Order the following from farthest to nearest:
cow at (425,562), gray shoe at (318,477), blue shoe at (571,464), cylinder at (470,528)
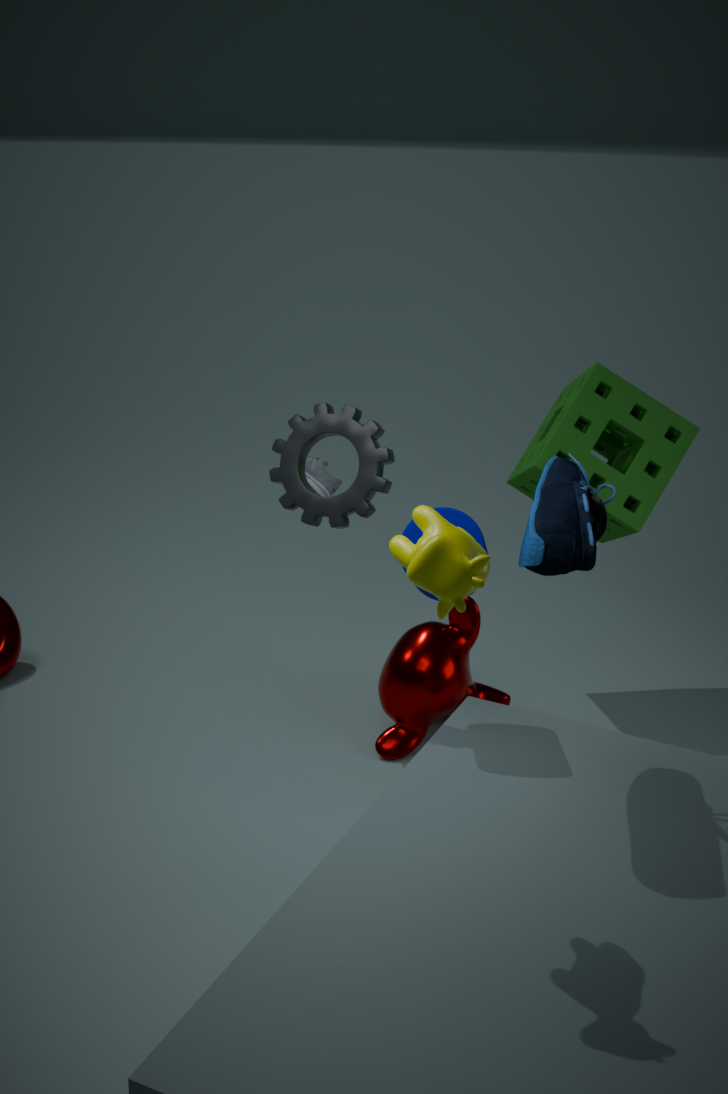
1. gray shoe at (318,477)
2. cylinder at (470,528)
3. blue shoe at (571,464)
4. cow at (425,562)
